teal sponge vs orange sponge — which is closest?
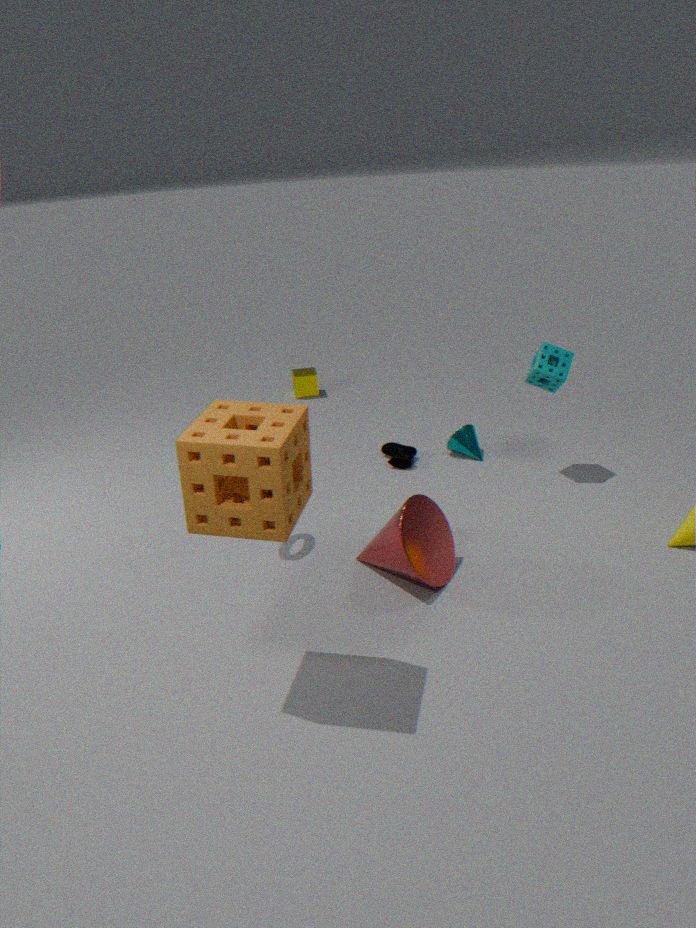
orange sponge
